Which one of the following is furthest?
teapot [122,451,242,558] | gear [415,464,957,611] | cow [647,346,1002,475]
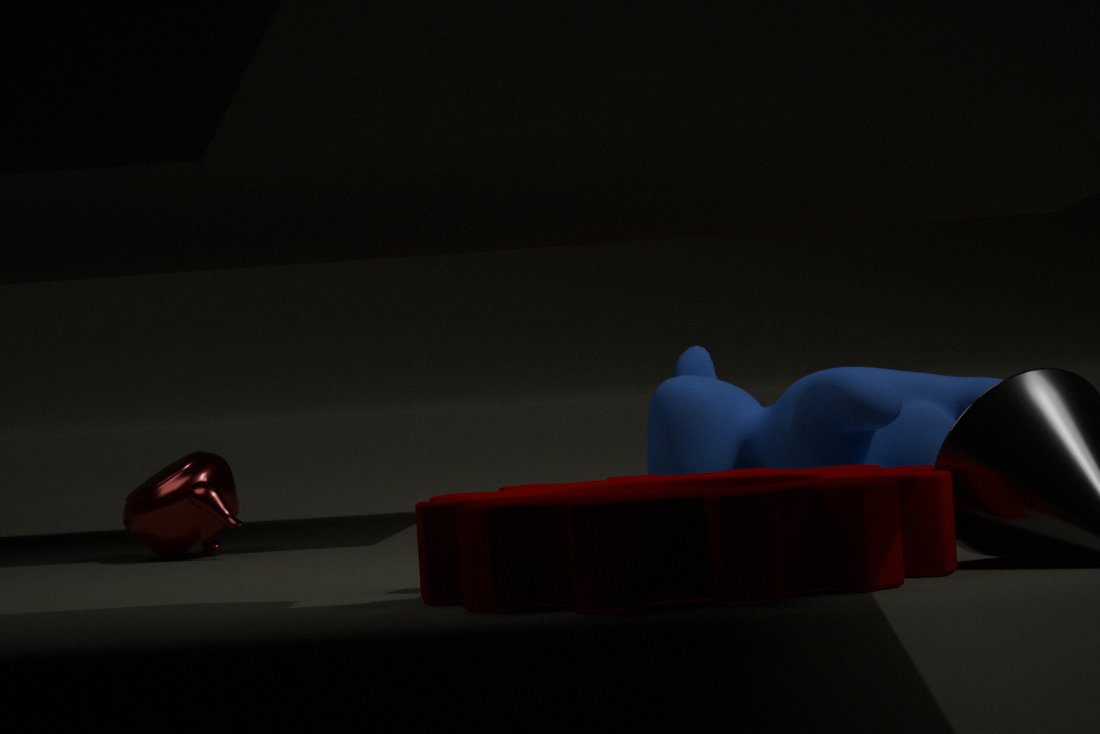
teapot [122,451,242,558]
